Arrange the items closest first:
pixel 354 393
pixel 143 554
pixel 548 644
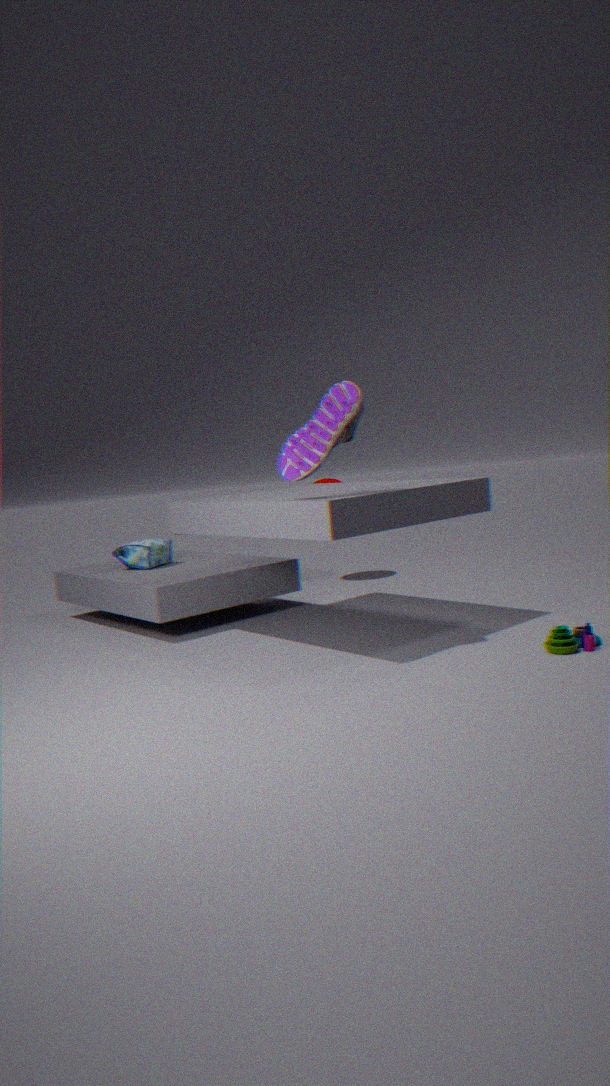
1. pixel 354 393
2. pixel 548 644
3. pixel 143 554
